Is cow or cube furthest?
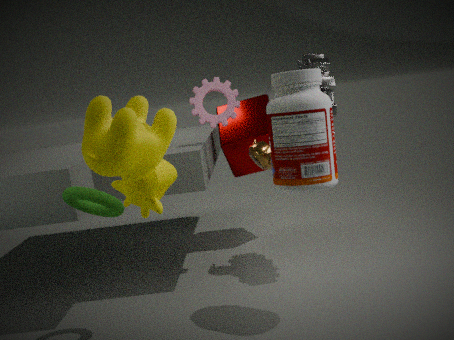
cube
